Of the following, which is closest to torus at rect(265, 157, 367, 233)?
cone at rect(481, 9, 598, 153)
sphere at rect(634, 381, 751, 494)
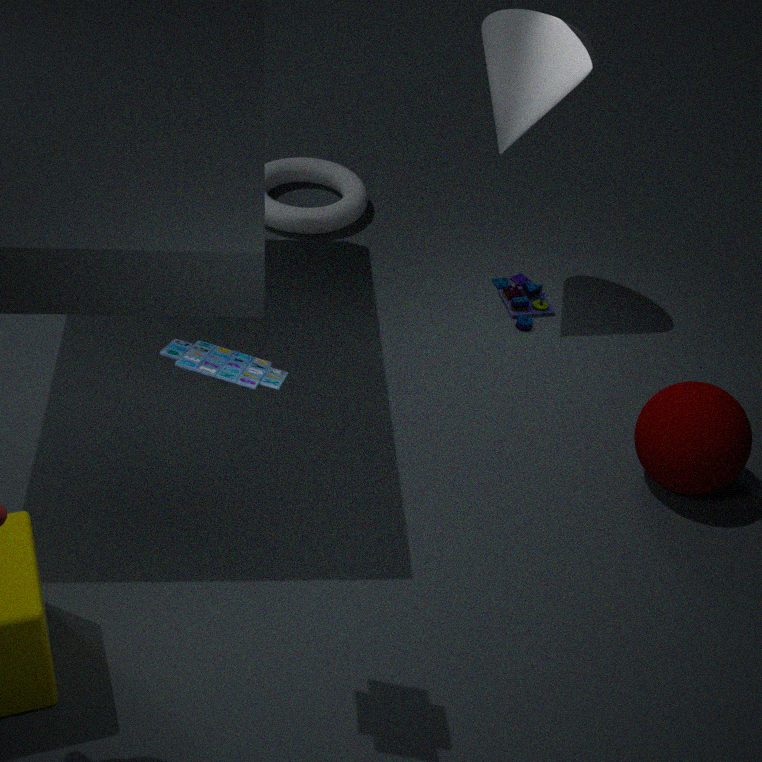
cone at rect(481, 9, 598, 153)
